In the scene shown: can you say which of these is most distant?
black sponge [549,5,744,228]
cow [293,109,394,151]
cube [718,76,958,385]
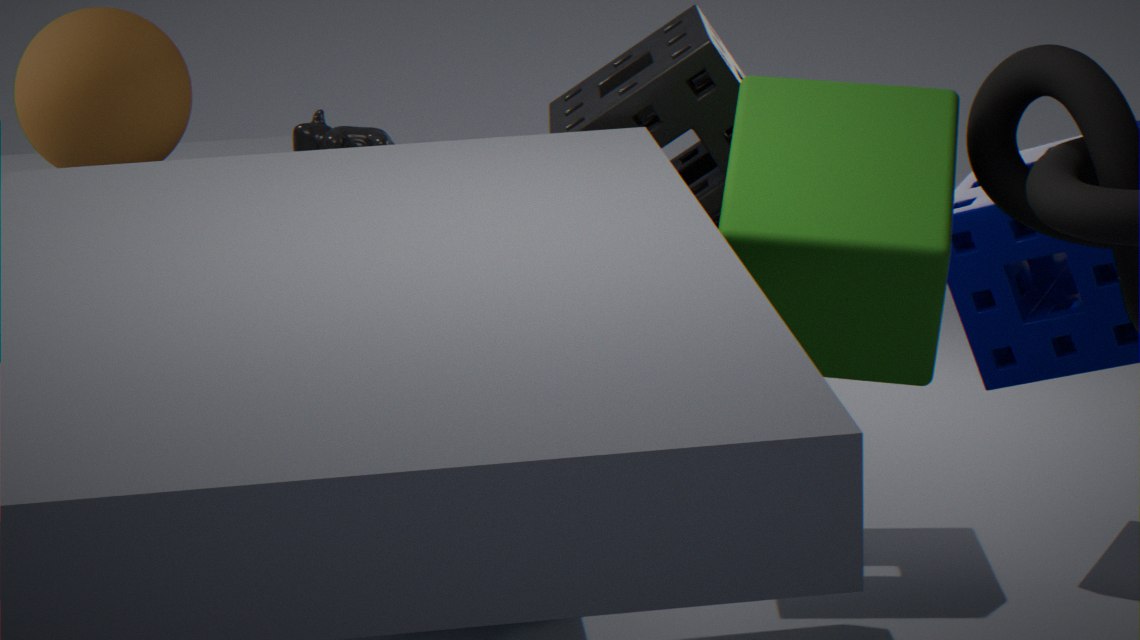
cow [293,109,394,151]
